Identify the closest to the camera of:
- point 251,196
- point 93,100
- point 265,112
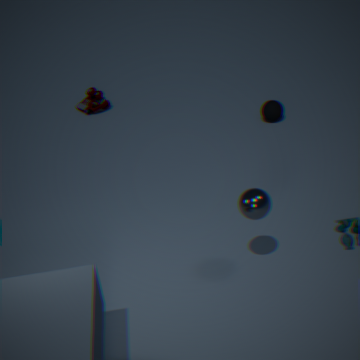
point 251,196
